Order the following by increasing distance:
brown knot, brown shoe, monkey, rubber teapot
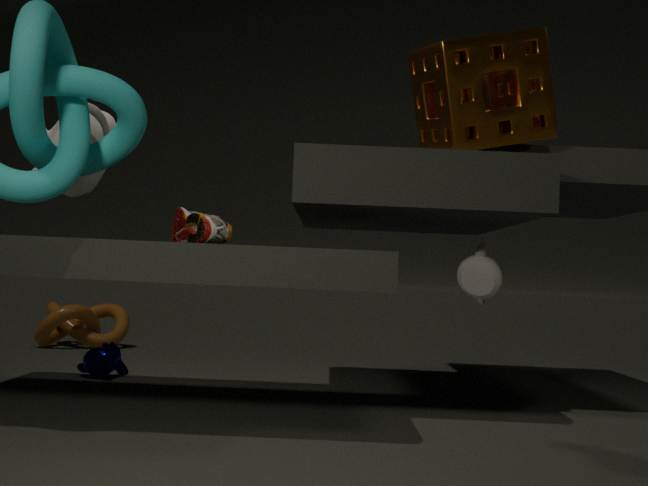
brown shoe < rubber teapot < monkey < brown knot
